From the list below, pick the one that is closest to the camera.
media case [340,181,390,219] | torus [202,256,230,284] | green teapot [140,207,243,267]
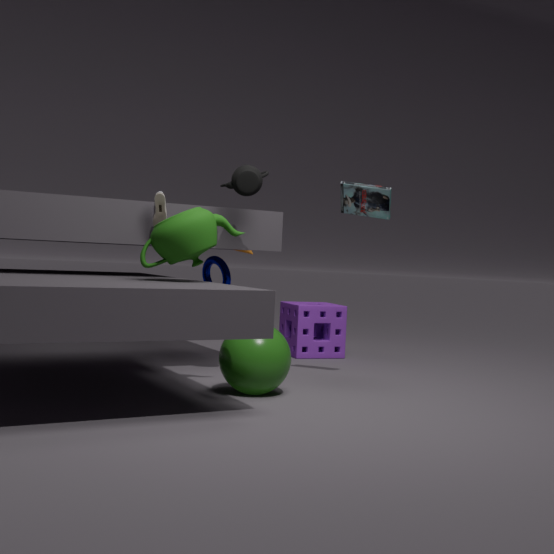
green teapot [140,207,243,267]
